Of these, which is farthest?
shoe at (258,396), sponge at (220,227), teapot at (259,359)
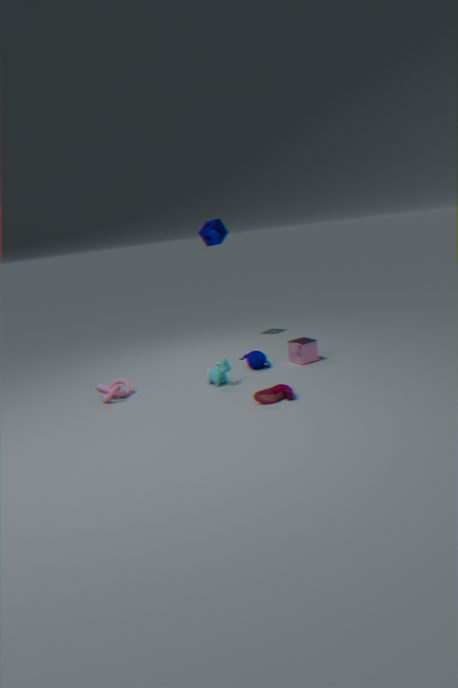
sponge at (220,227)
